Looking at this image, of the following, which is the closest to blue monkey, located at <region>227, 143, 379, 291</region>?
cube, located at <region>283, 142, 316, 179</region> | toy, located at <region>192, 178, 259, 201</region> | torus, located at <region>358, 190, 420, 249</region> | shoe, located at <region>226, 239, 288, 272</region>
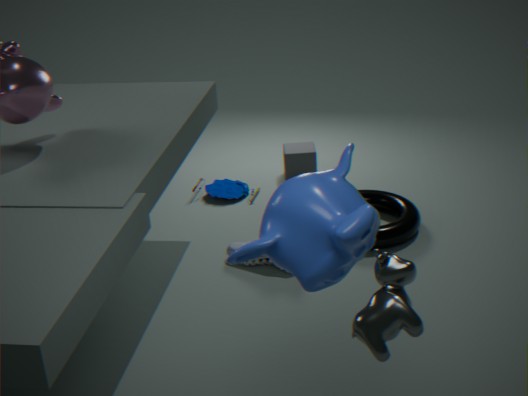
shoe, located at <region>226, 239, 288, 272</region>
